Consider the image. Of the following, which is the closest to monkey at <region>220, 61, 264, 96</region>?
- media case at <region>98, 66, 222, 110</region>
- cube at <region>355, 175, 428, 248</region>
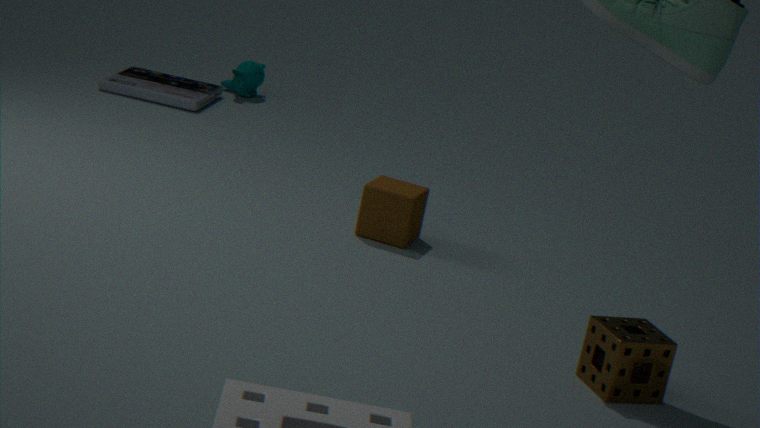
media case at <region>98, 66, 222, 110</region>
